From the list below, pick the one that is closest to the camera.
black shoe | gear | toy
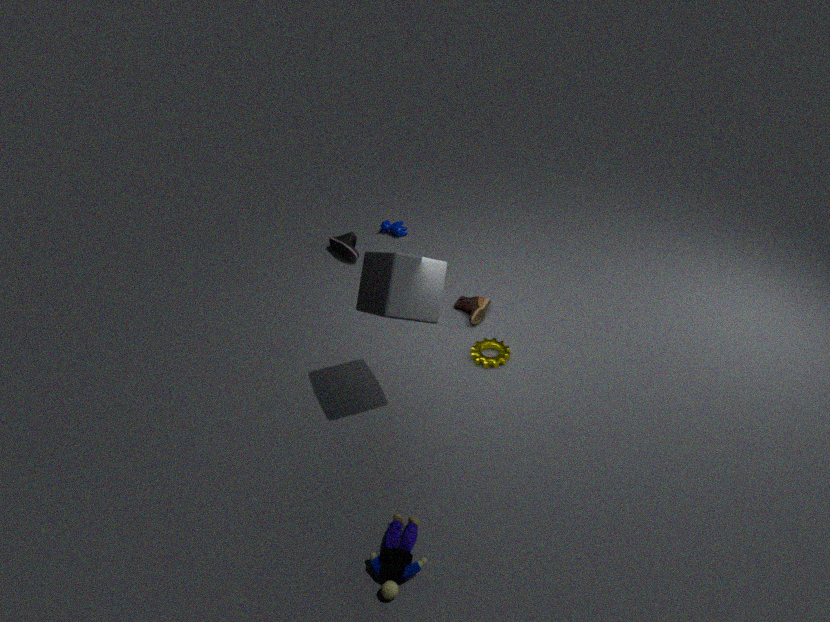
toy
